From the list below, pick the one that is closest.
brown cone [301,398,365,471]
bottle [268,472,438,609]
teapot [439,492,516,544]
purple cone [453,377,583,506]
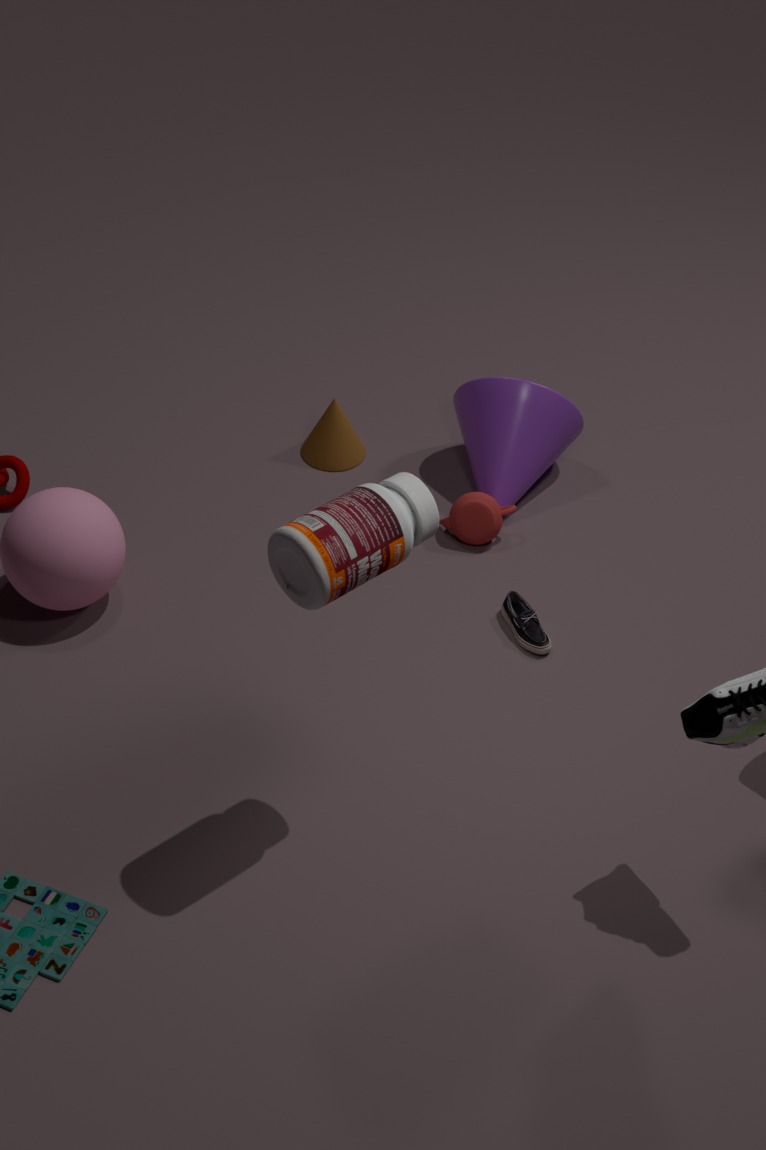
bottle [268,472,438,609]
